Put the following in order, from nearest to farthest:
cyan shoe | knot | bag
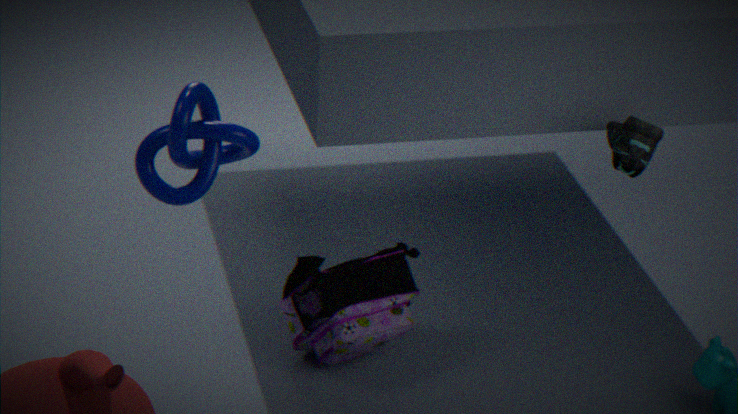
cyan shoe, knot, bag
